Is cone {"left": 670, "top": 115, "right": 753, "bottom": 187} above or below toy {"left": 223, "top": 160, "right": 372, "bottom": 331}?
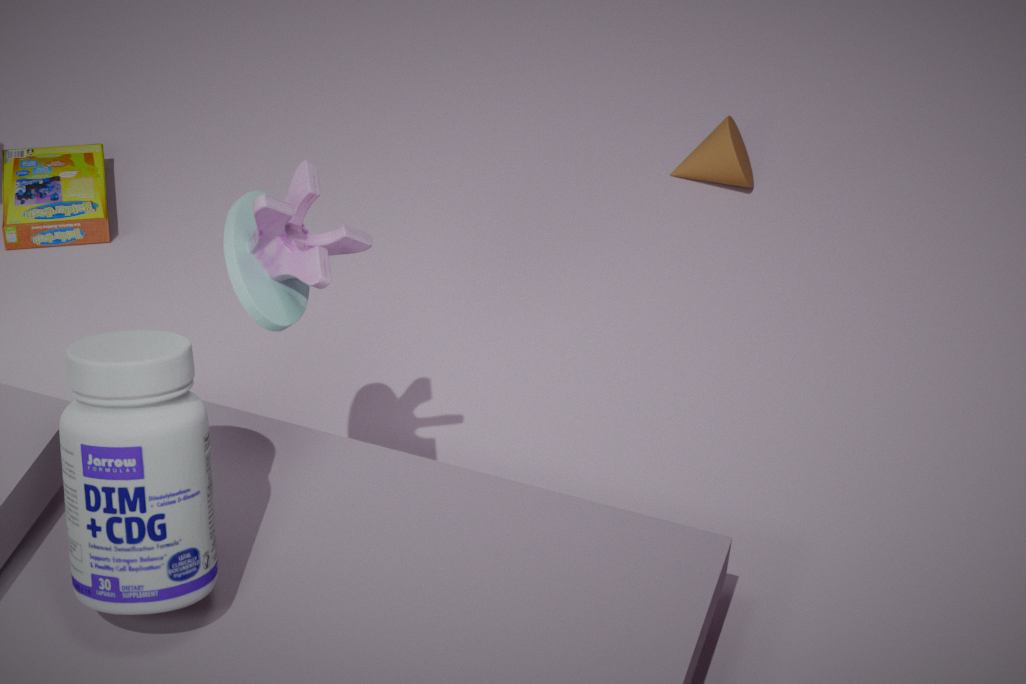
below
